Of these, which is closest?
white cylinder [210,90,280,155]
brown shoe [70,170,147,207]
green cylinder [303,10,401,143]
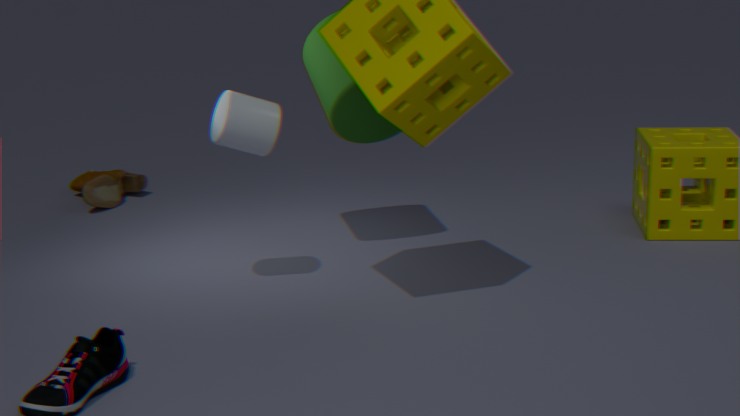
white cylinder [210,90,280,155]
